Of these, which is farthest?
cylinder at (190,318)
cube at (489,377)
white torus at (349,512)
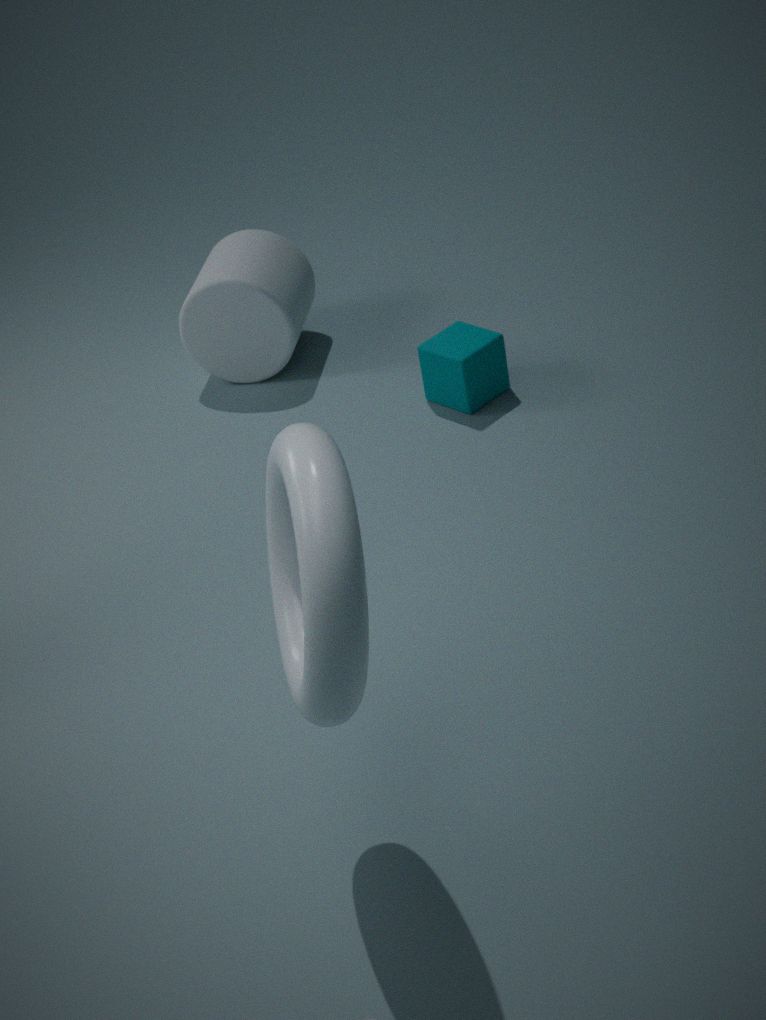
cylinder at (190,318)
